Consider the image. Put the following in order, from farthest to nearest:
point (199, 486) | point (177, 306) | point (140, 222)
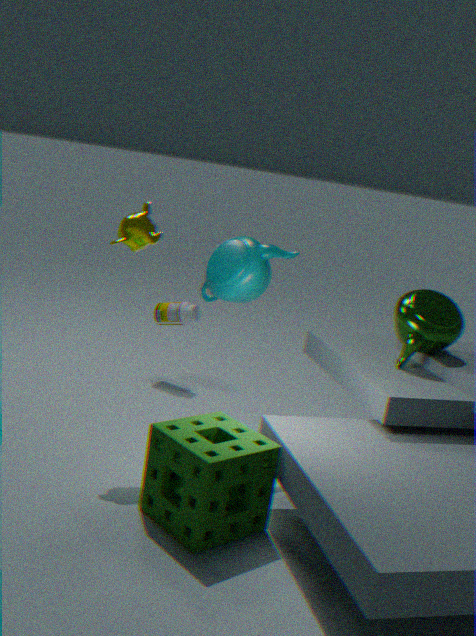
1. point (177, 306)
2. point (140, 222)
3. point (199, 486)
